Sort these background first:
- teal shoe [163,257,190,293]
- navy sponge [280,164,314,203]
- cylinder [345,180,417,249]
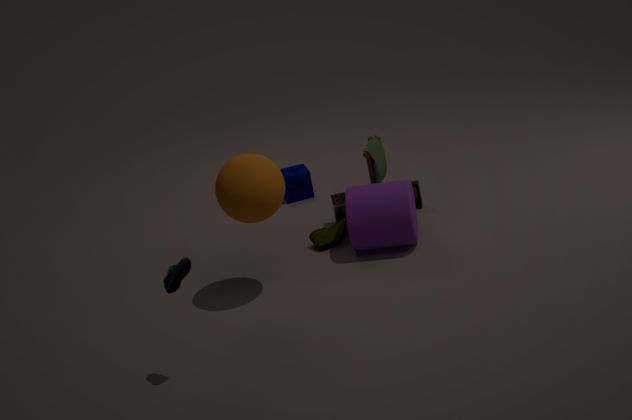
navy sponge [280,164,314,203], cylinder [345,180,417,249], teal shoe [163,257,190,293]
